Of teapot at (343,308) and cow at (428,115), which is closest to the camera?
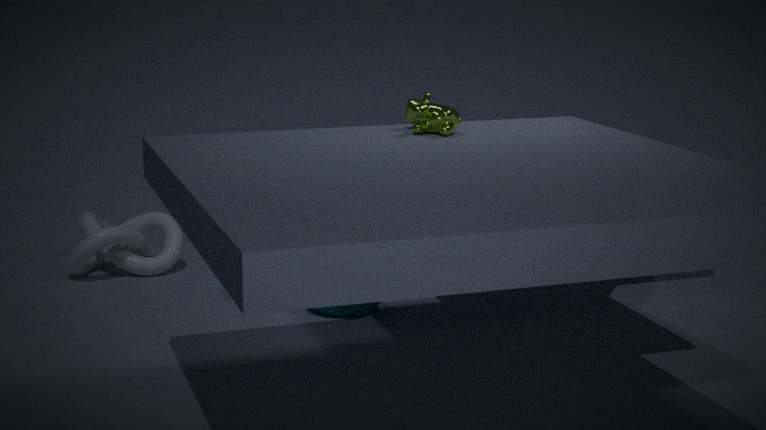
cow at (428,115)
